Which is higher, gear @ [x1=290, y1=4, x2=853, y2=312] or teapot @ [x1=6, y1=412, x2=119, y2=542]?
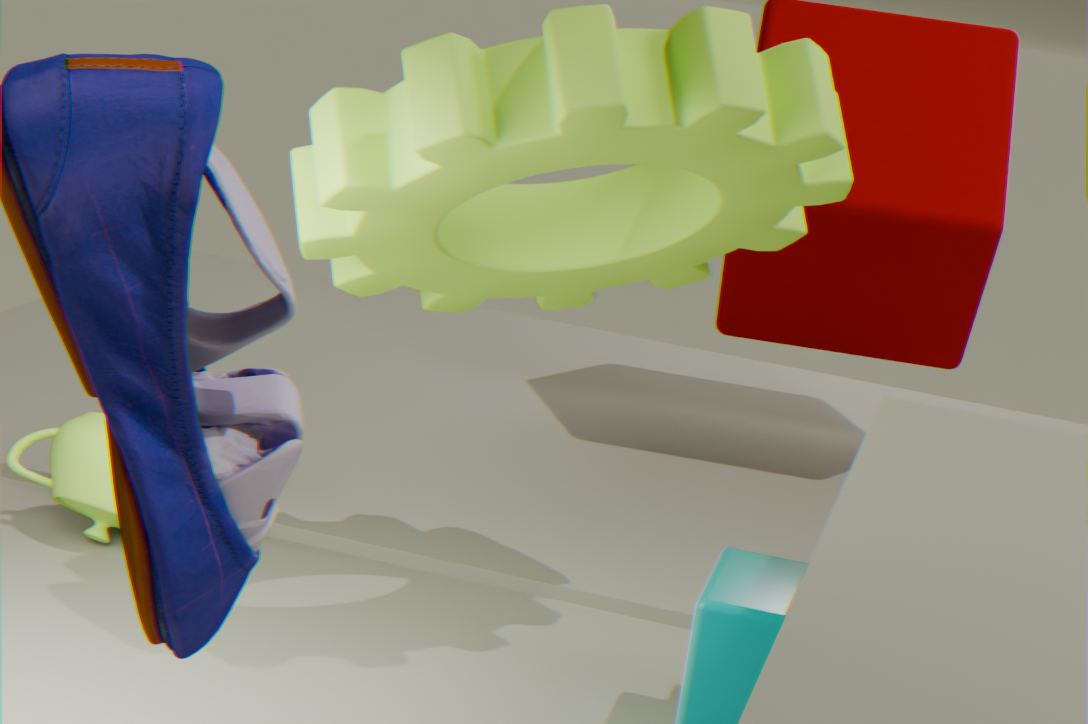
gear @ [x1=290, y1=4, x2=853, y2=312]
